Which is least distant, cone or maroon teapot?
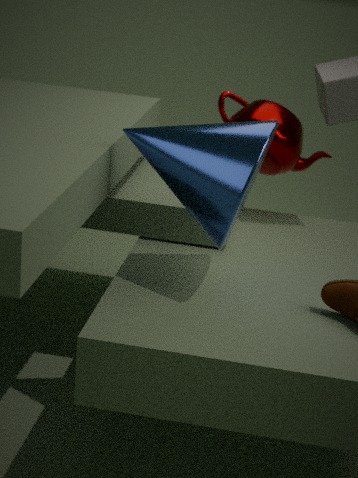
cone
